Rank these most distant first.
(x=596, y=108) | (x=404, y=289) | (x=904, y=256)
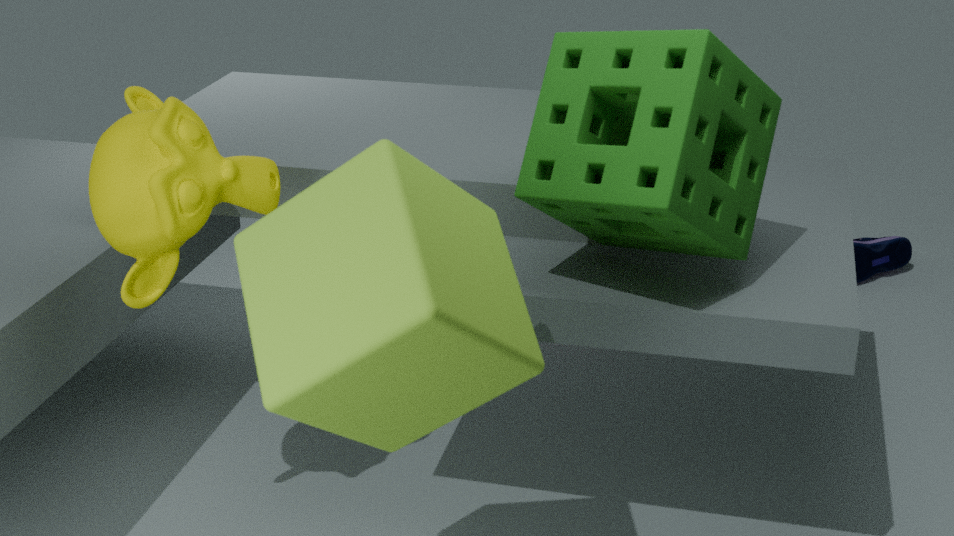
1. (x=904, y=256)
2. (x=596, y=108)
3. (x=404, y=289)
